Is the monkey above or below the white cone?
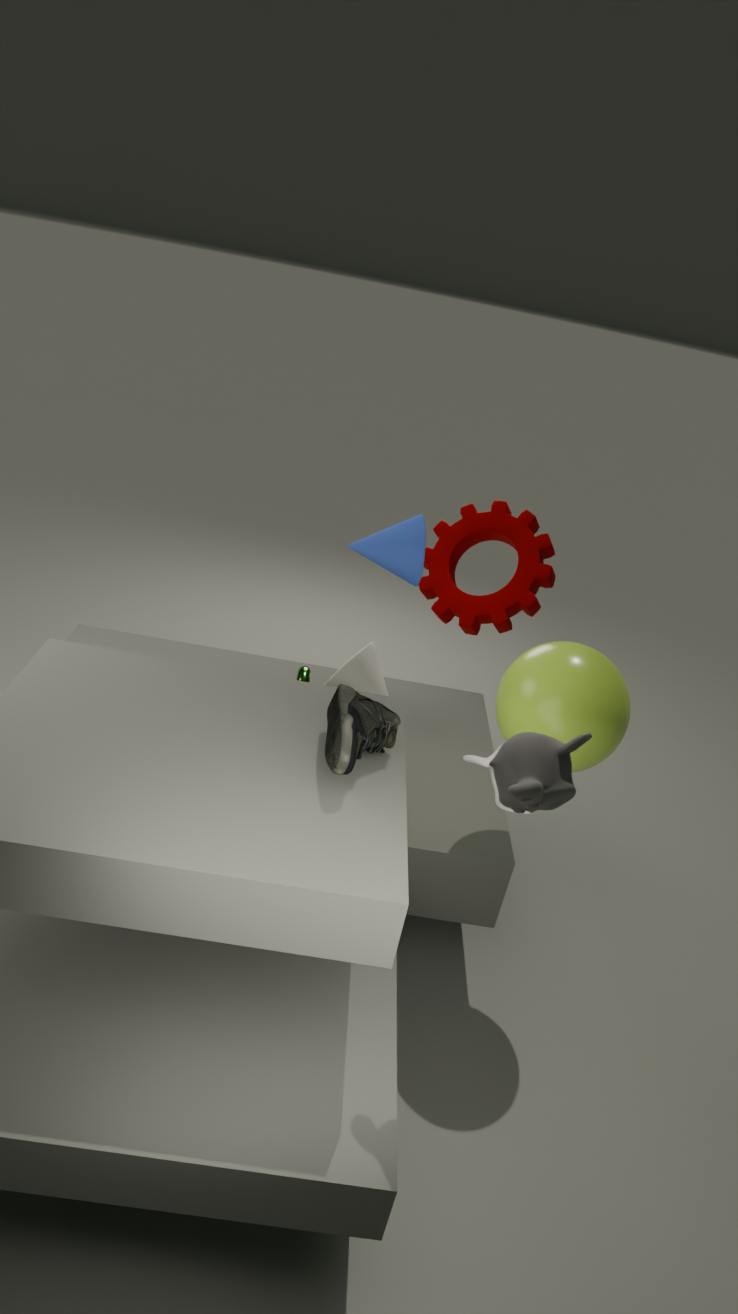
above
